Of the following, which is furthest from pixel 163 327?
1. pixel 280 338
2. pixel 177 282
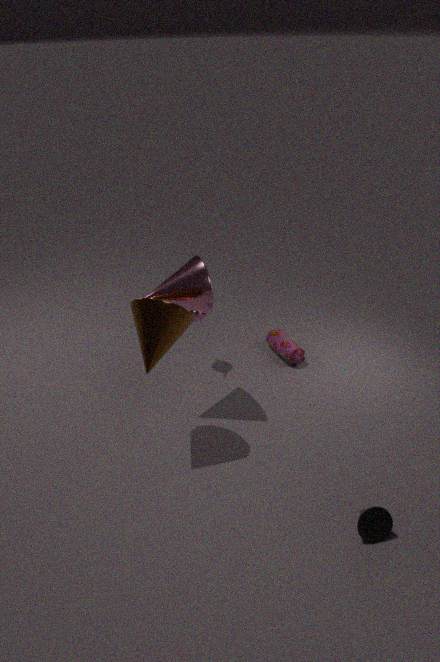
pixel 280 338
